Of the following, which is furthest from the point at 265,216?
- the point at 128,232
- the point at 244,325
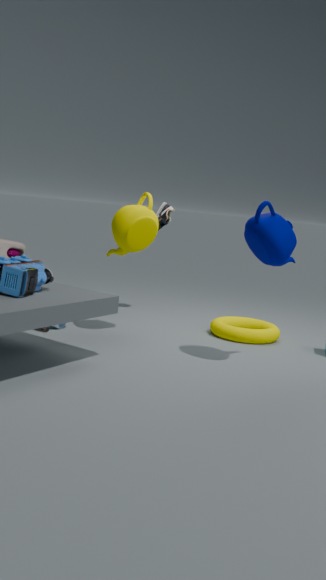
the point at 244,325
